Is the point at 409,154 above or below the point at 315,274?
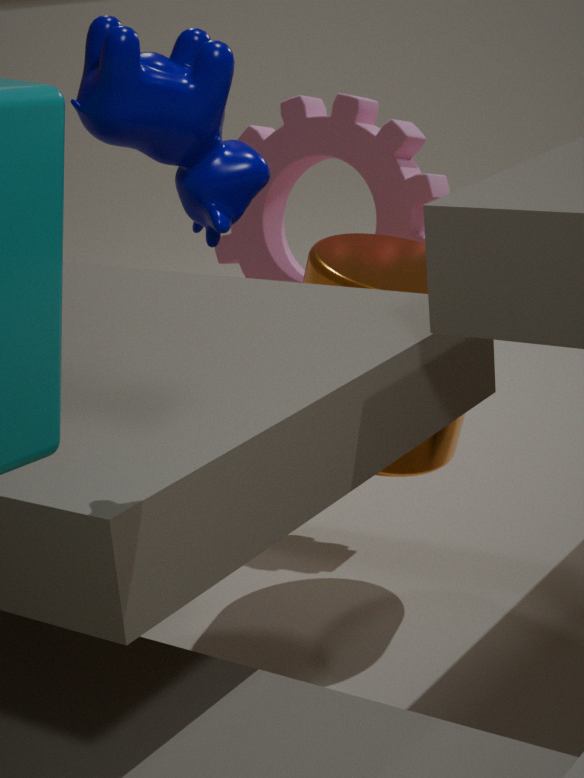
above
